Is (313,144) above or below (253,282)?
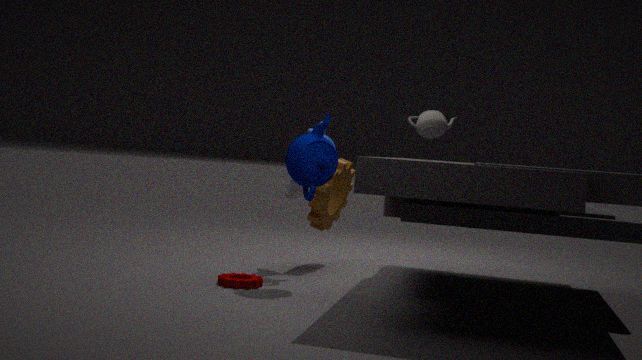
above
